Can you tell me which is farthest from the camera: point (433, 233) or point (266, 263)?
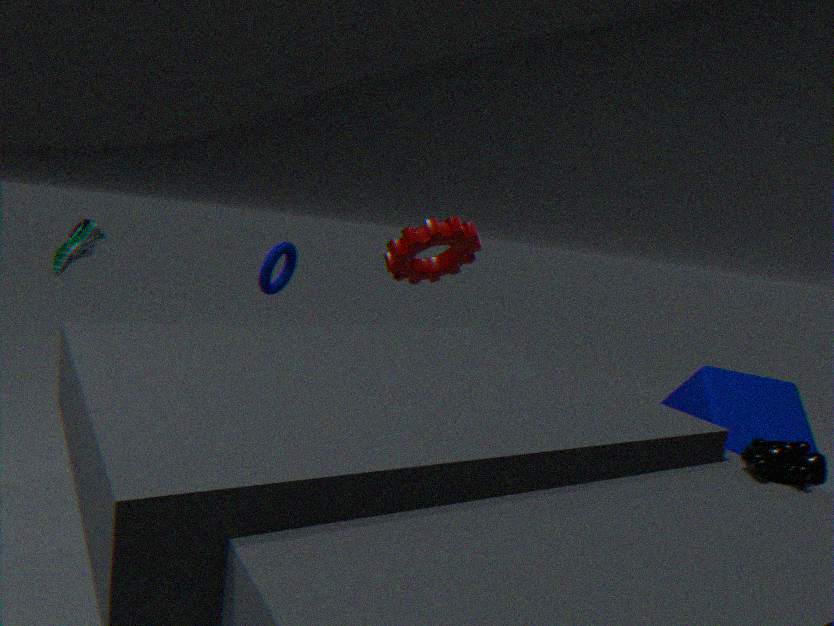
point (433, 233)
